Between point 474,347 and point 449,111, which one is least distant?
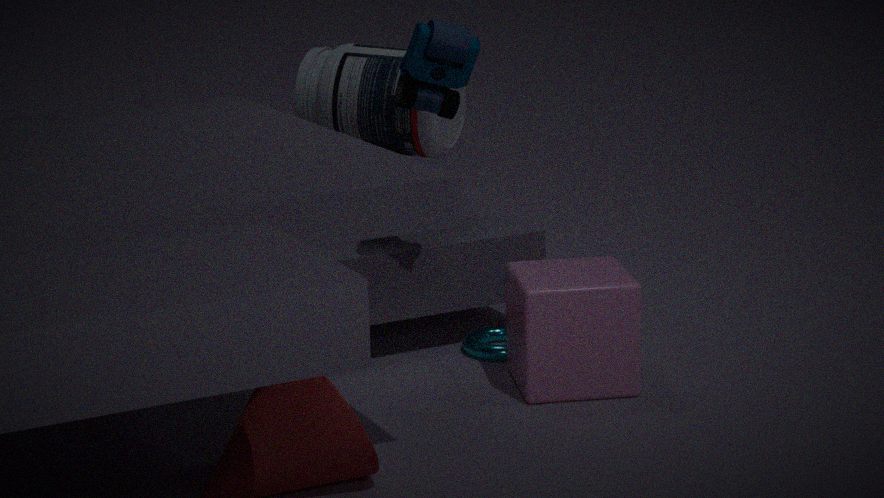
point 449,111
